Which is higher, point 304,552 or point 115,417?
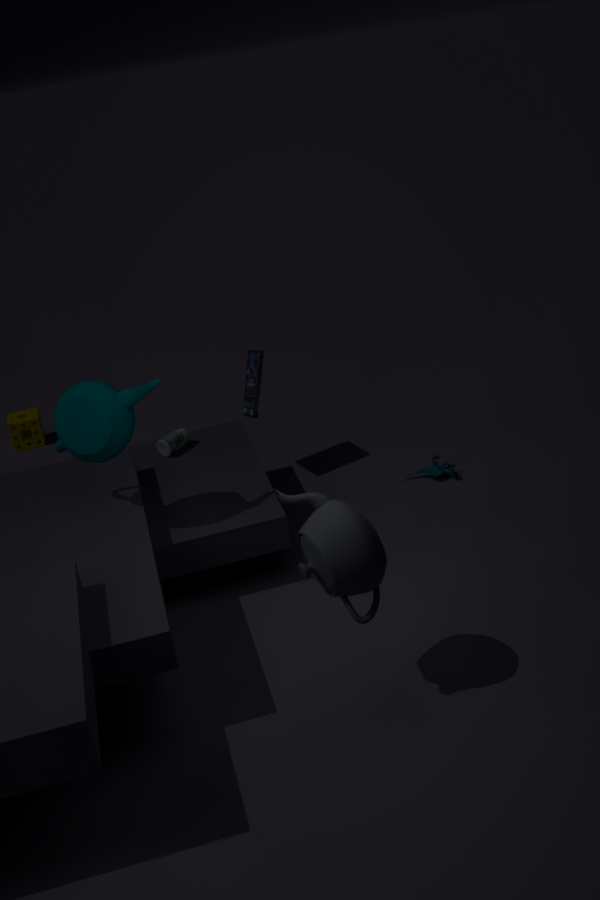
point 115,417
